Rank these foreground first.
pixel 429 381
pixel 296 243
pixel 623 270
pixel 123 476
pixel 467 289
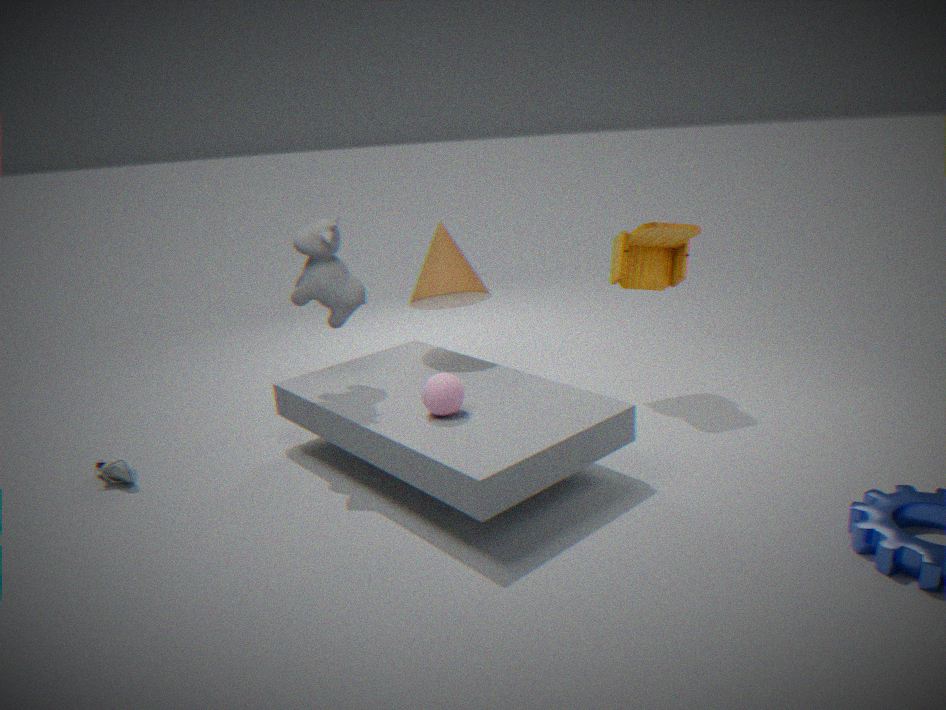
pixel 429 381 → pixel 296 243 → pixel 123 476 → pixel 467 289 → pixel 623 270
